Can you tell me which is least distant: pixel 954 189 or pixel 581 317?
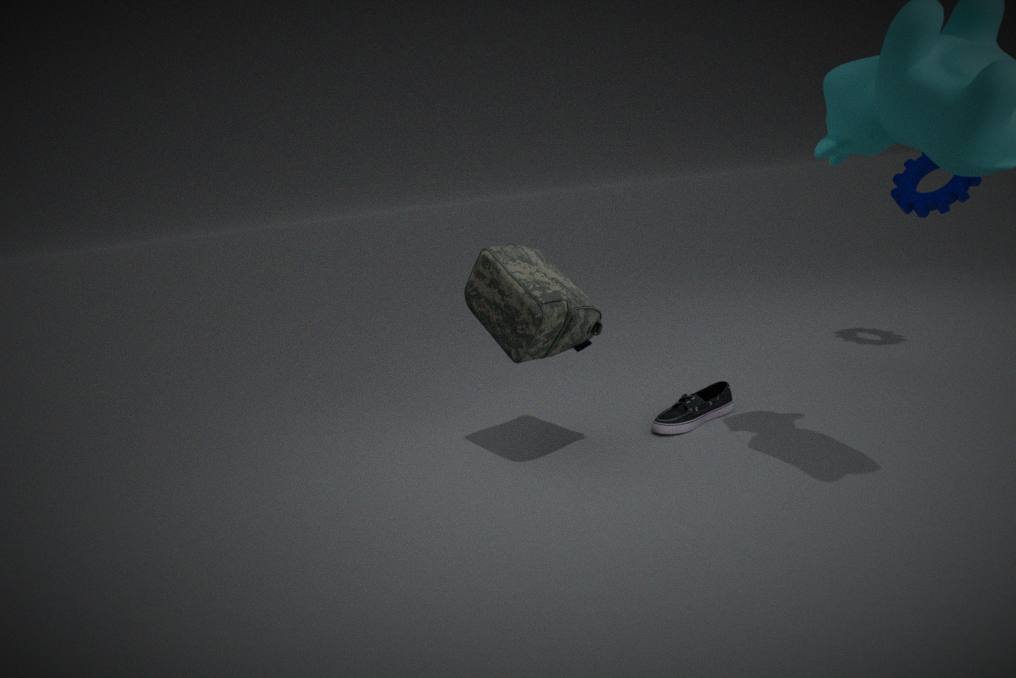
pixel 581 317
